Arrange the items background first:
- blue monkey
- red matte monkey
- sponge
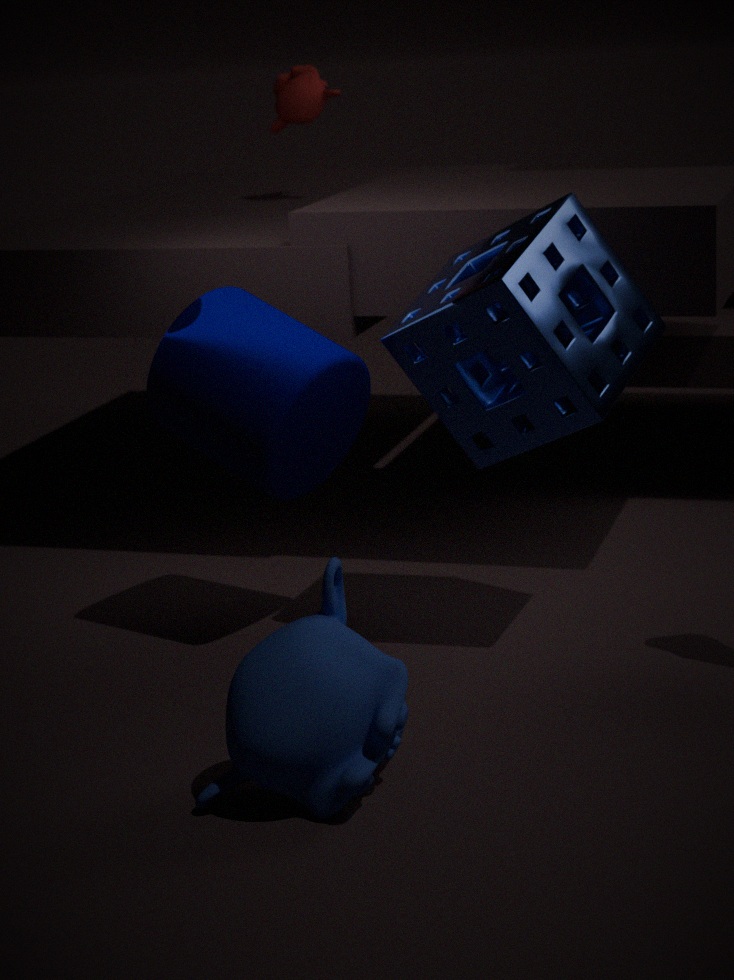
1. red matte monkey
2. sponge
3. blue monkey
